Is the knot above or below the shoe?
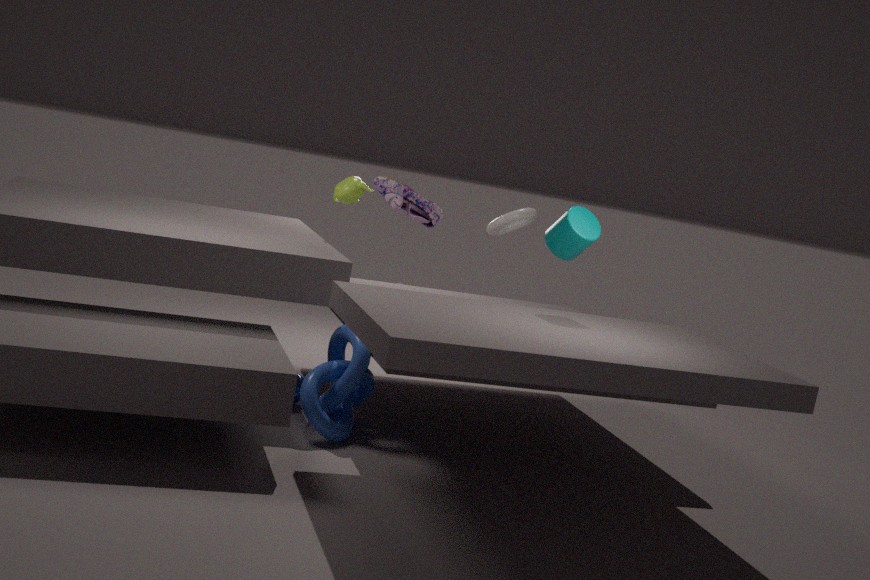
below
